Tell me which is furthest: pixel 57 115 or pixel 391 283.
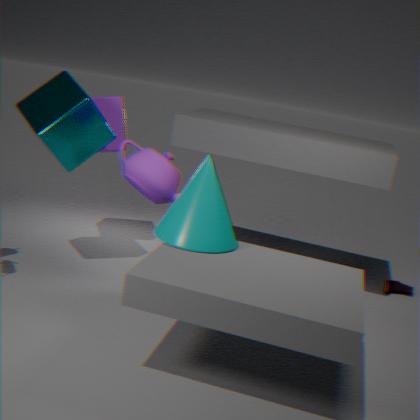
pixel 391 283
